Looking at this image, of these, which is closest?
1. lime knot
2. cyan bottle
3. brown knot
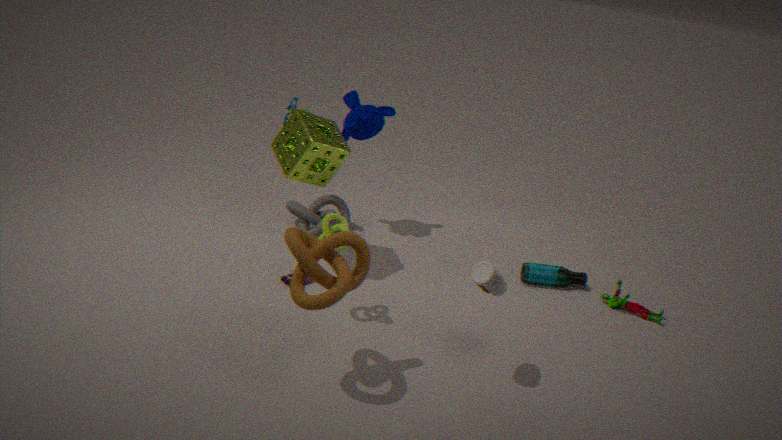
brown knot
